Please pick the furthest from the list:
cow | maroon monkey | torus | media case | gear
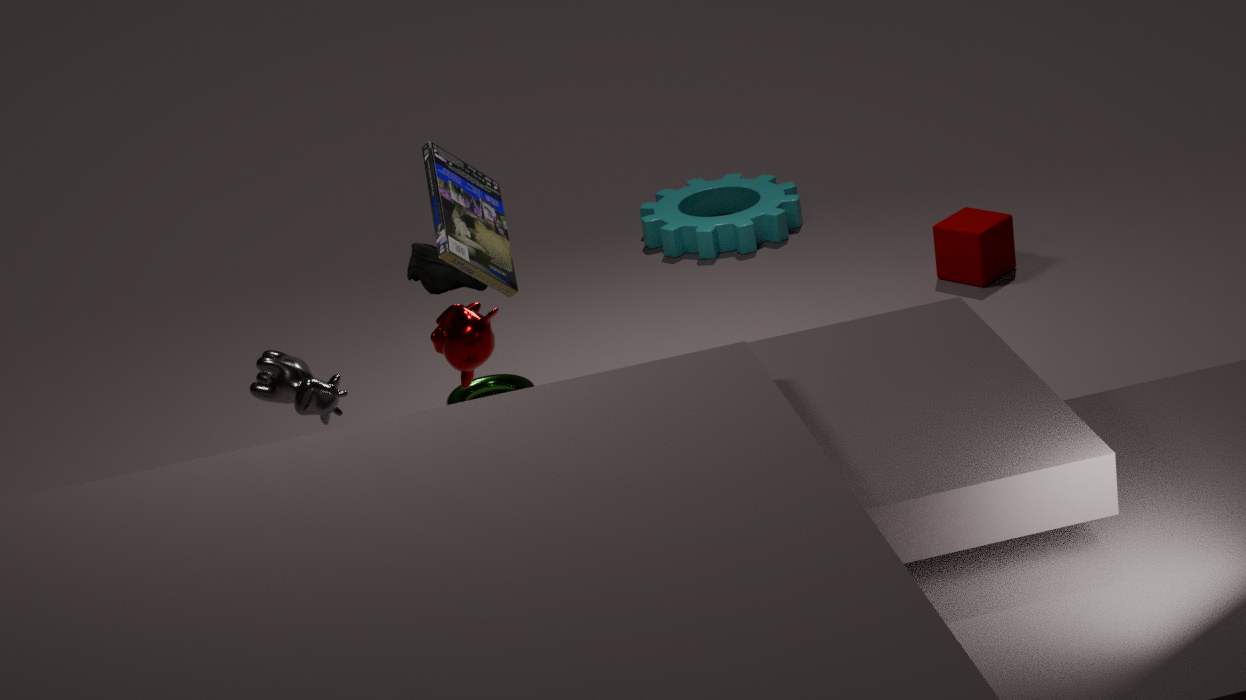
gear
